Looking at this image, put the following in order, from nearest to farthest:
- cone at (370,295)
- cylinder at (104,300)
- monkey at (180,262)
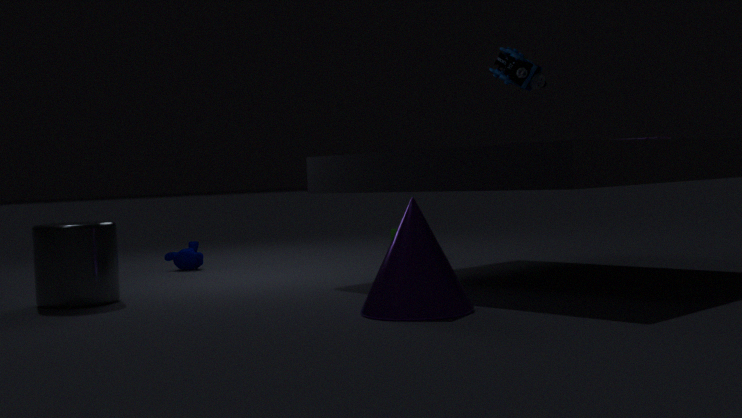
cone at (370,295), cylinder at (104,300), monkey at (180,262)
